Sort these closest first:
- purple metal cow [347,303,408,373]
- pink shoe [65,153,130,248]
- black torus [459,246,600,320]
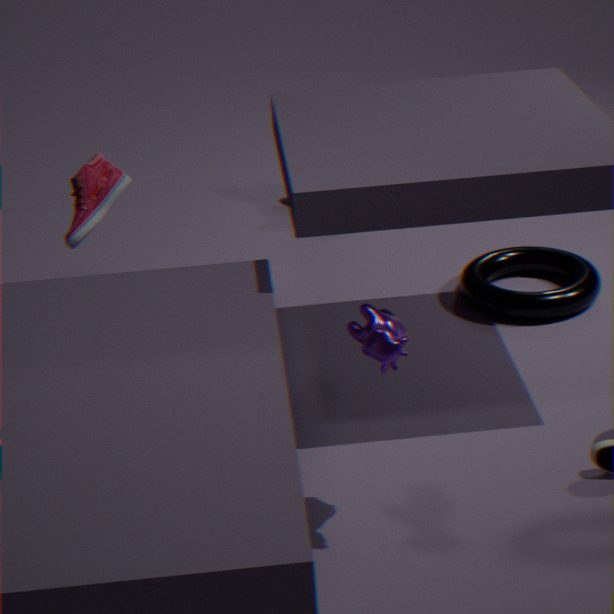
purple metal cow [347,303,408,373] → pink shoe [65,153,130,248] → black torus [459,246,600,320]
